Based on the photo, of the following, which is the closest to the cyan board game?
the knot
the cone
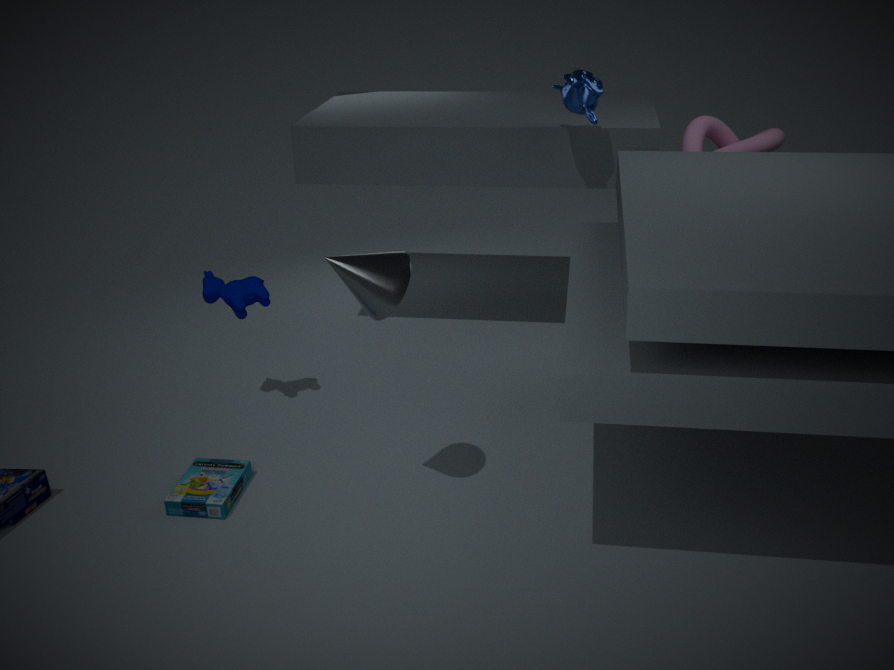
the cone
